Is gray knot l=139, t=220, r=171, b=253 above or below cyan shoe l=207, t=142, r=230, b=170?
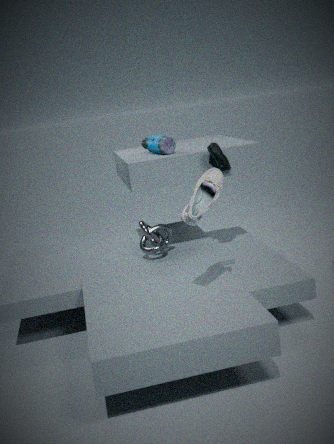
below
